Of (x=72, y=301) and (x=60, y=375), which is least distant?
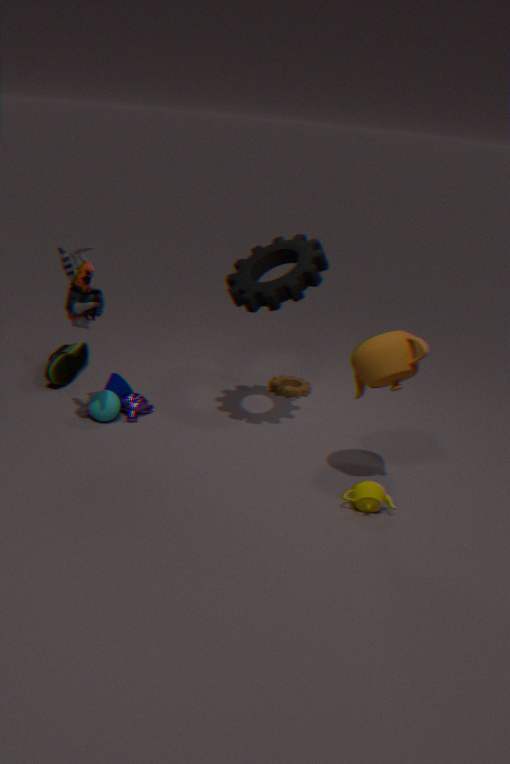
(x=72, y=301)
